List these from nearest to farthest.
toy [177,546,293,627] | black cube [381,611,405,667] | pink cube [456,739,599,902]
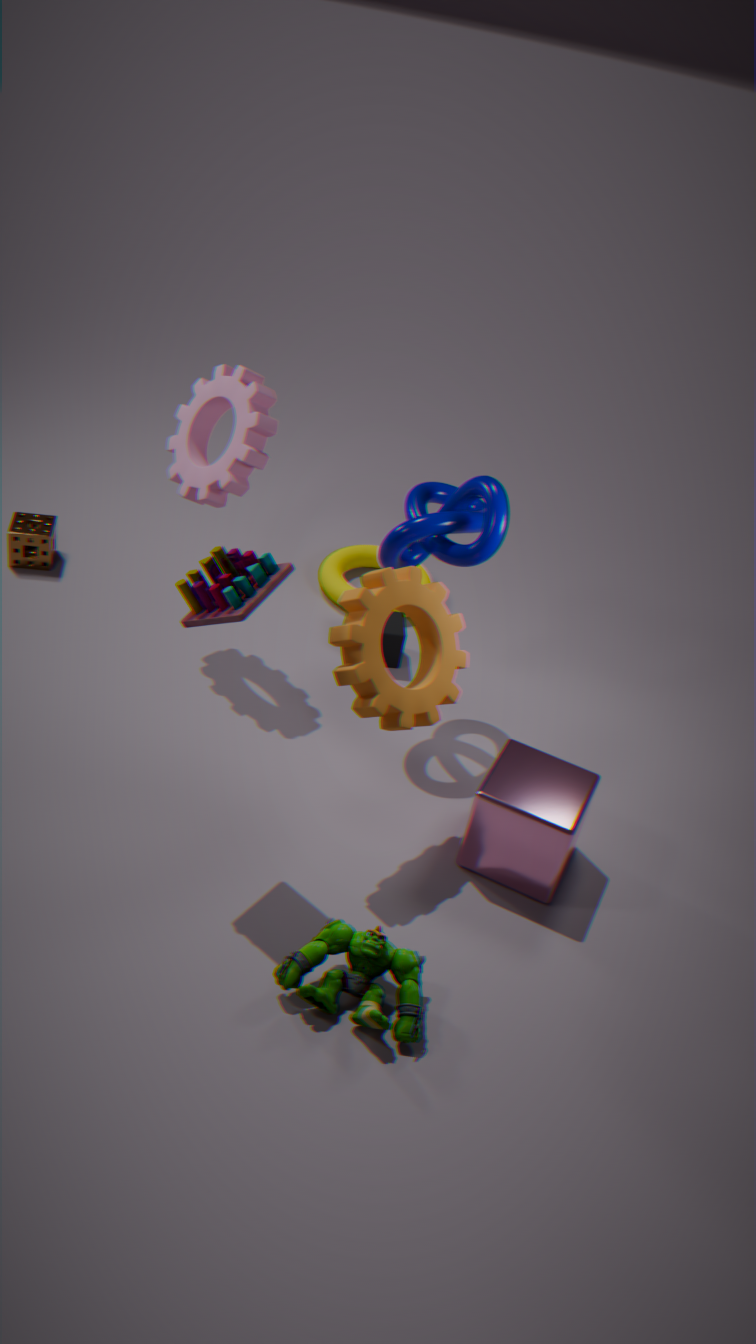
toy [177,546,293,627]
pink cube [456,739,599,902]
black cube [381,611,405,667]
